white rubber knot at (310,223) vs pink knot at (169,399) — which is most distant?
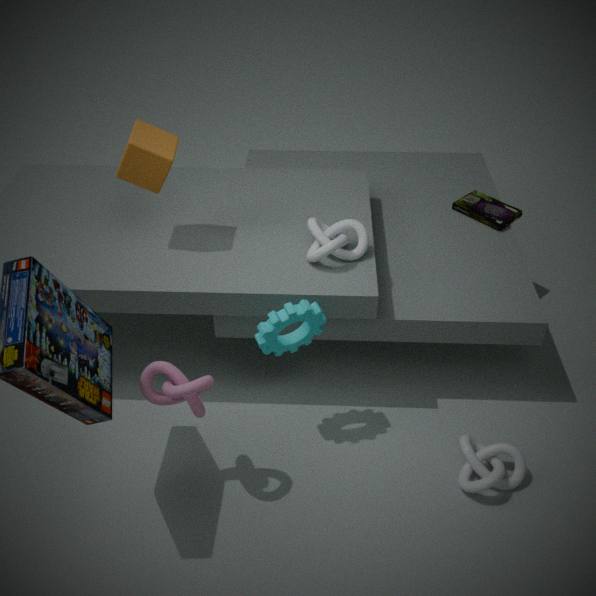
white rubber knot at (310,223)
